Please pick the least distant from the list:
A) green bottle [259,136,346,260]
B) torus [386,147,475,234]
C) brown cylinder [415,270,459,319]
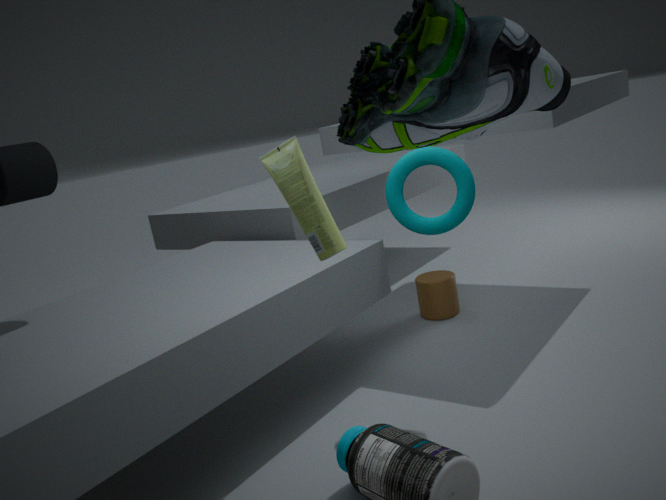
green bottle [259,136,346,260]
